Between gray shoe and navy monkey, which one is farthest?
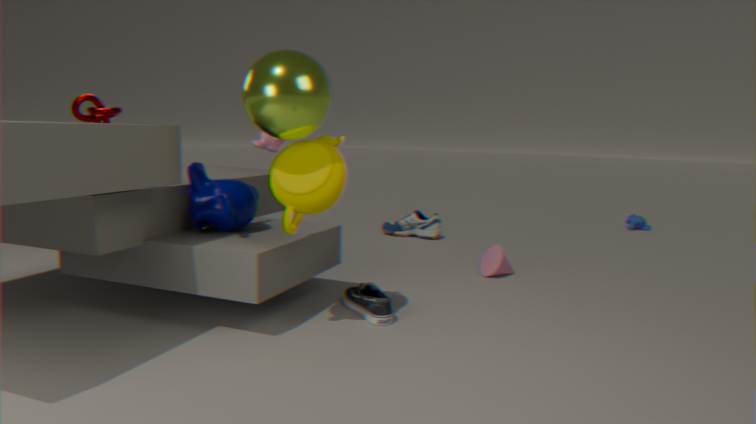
gray shoe
